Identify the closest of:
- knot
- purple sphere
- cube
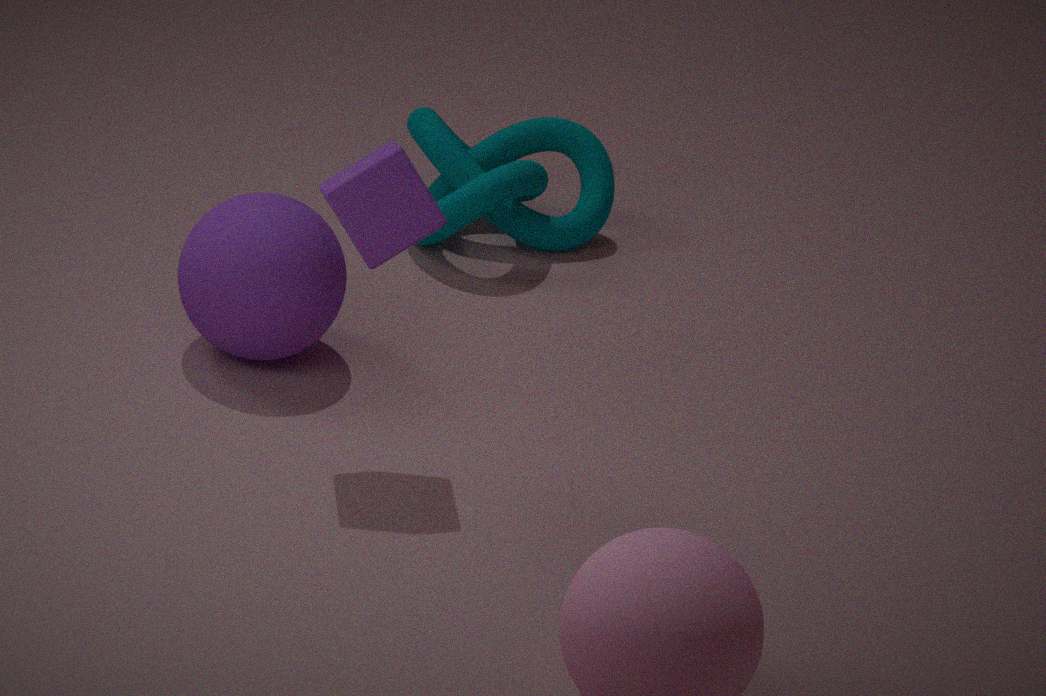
cube
